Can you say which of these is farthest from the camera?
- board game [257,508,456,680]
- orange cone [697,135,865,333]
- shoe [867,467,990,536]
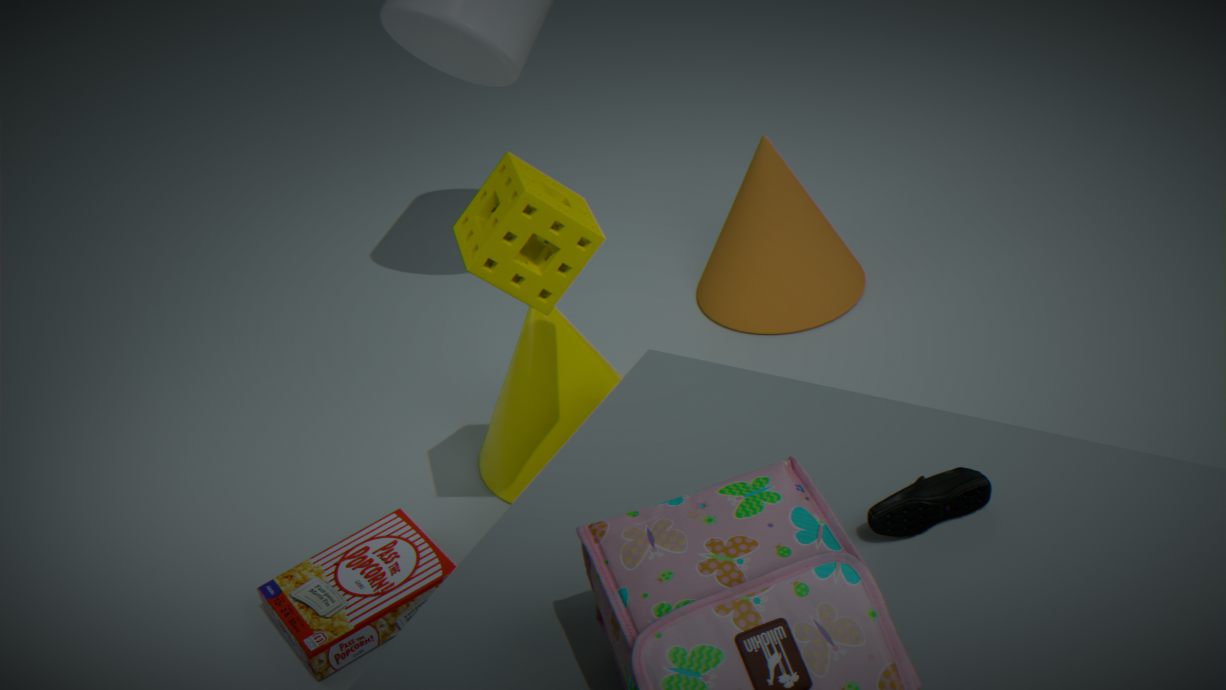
orange cone [697,135,865,333]
